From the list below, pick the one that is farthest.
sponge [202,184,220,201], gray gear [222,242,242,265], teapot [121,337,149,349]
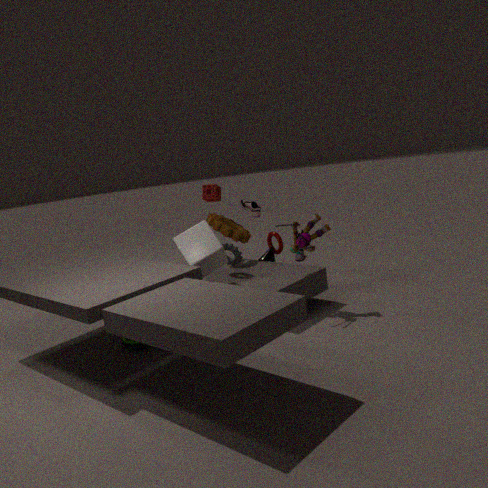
sponge [202,184,220,201]
